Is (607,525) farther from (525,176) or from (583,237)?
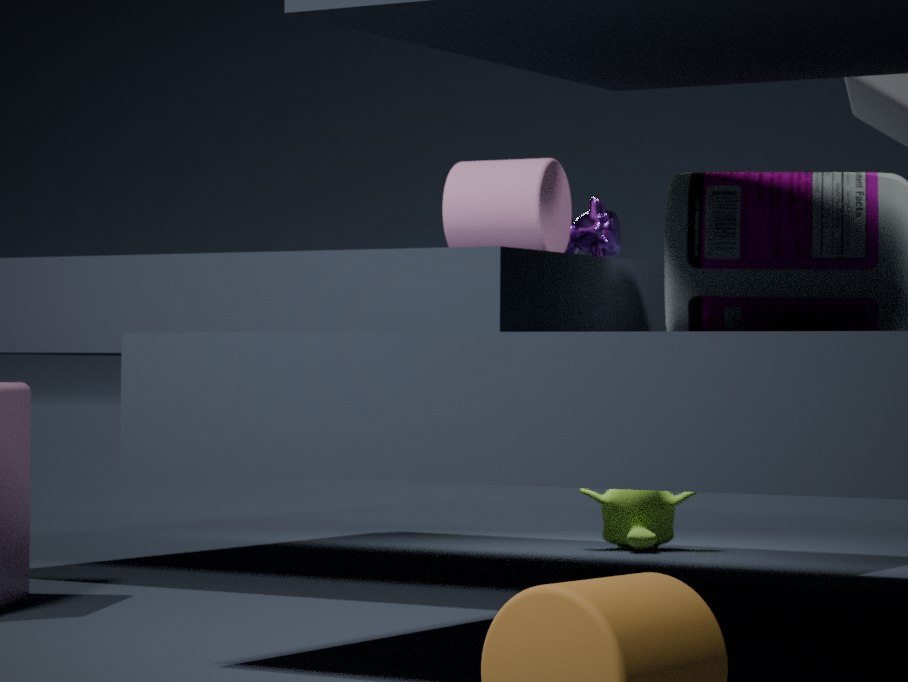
(525,176)
